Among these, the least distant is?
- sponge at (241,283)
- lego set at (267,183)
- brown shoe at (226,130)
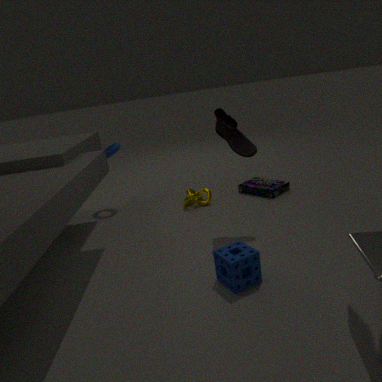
sponge at (241,283)
